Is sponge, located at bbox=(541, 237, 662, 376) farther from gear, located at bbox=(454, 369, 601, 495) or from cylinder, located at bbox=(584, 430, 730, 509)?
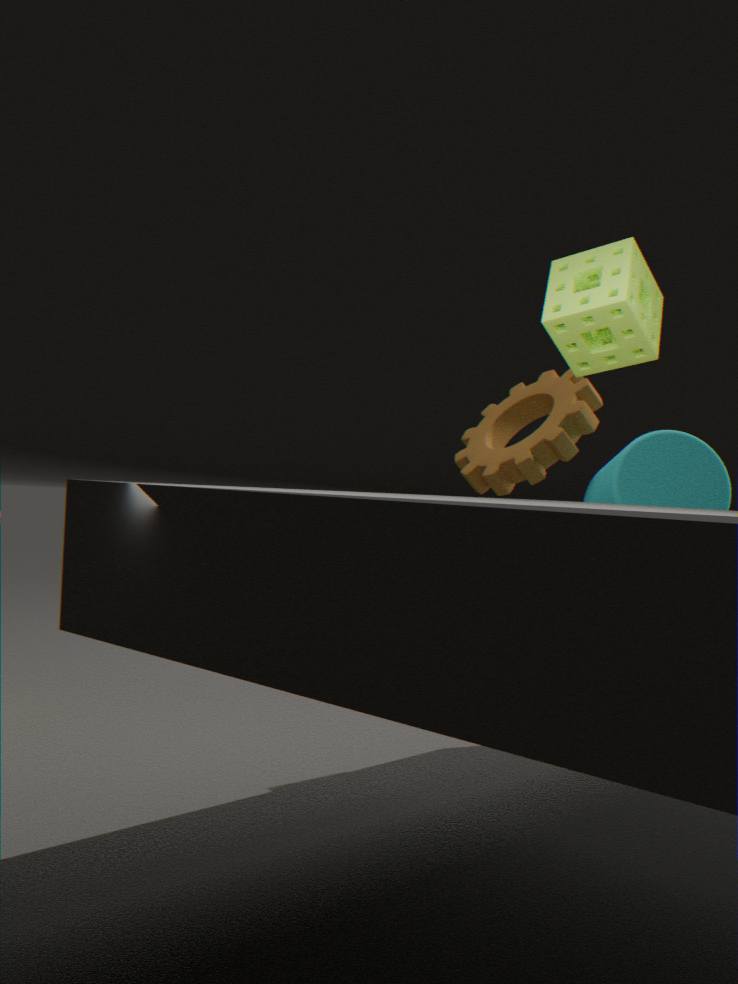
gear, located at bbox=(454, 369, 601, 495)
